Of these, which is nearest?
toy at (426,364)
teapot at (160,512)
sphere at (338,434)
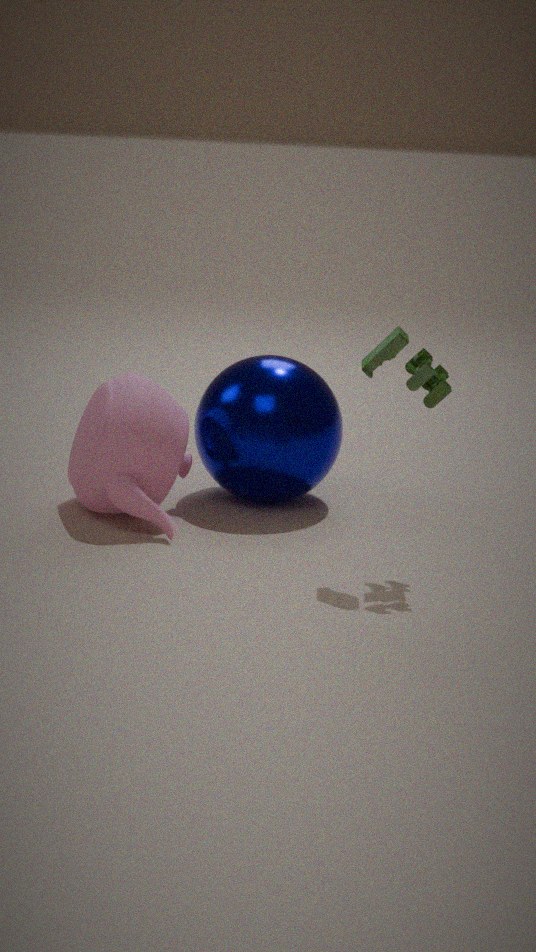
toy at (426,364)
